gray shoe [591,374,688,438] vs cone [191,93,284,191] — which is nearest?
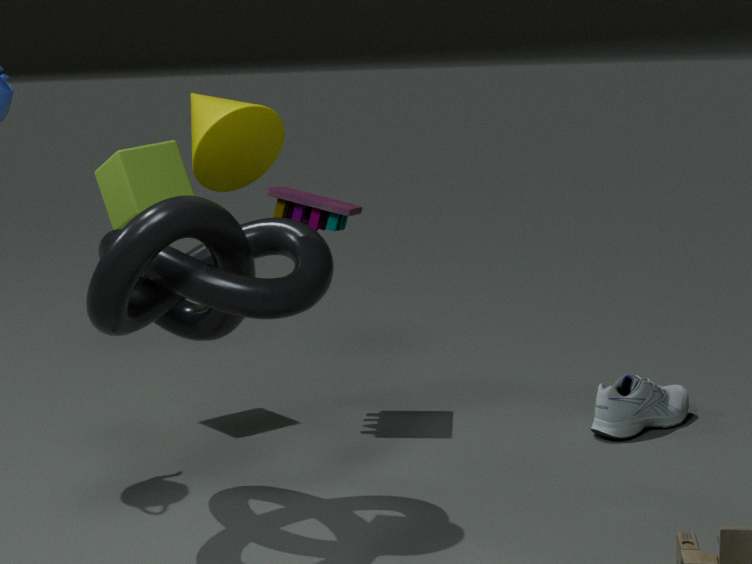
cone [191,93,284,191]
